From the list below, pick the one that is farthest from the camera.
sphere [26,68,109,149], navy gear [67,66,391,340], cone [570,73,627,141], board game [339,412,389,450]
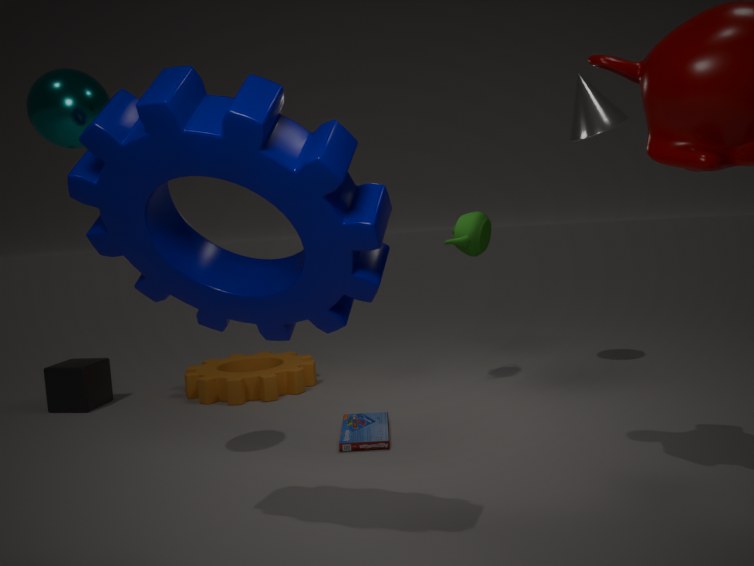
cone [570,73,627,141]
